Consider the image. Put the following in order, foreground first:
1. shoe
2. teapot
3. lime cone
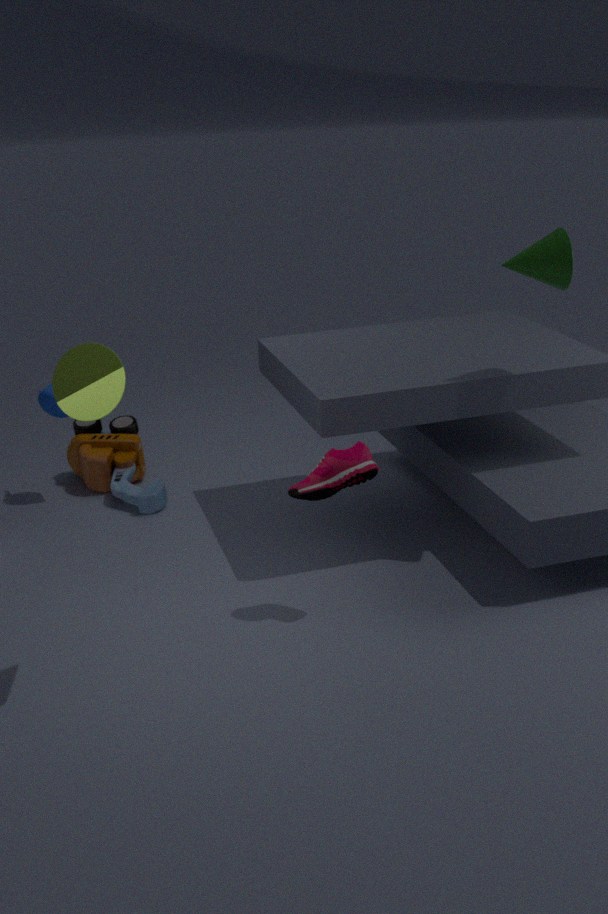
lime cone
shoe
teapot
